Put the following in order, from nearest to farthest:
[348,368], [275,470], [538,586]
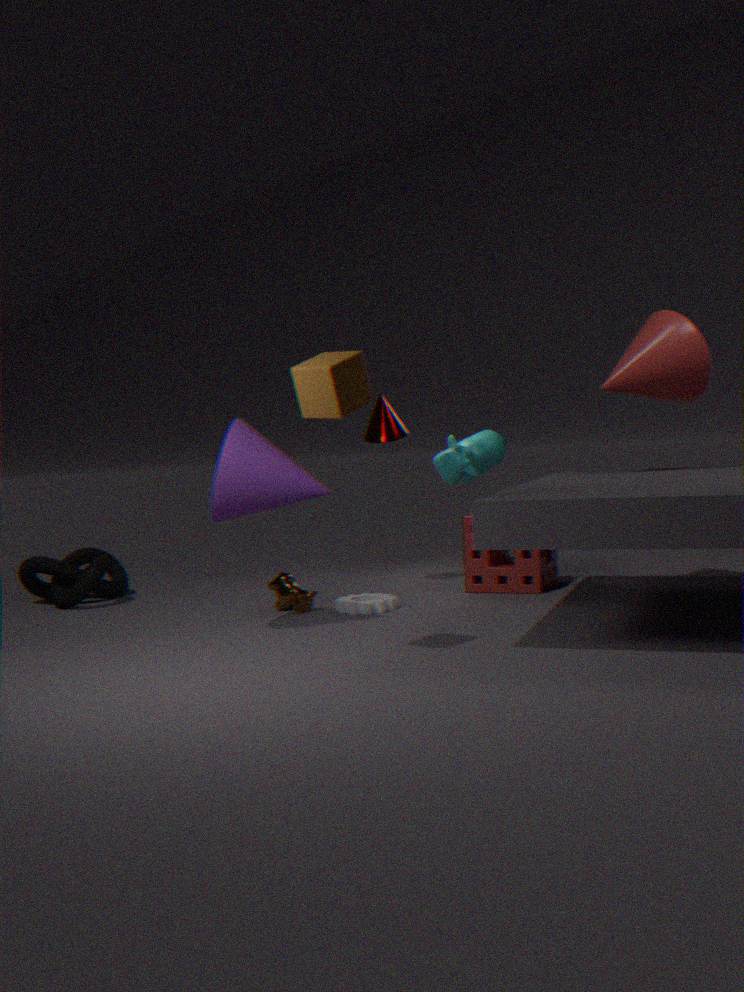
[348,368]
[275,470]
[538,586]
